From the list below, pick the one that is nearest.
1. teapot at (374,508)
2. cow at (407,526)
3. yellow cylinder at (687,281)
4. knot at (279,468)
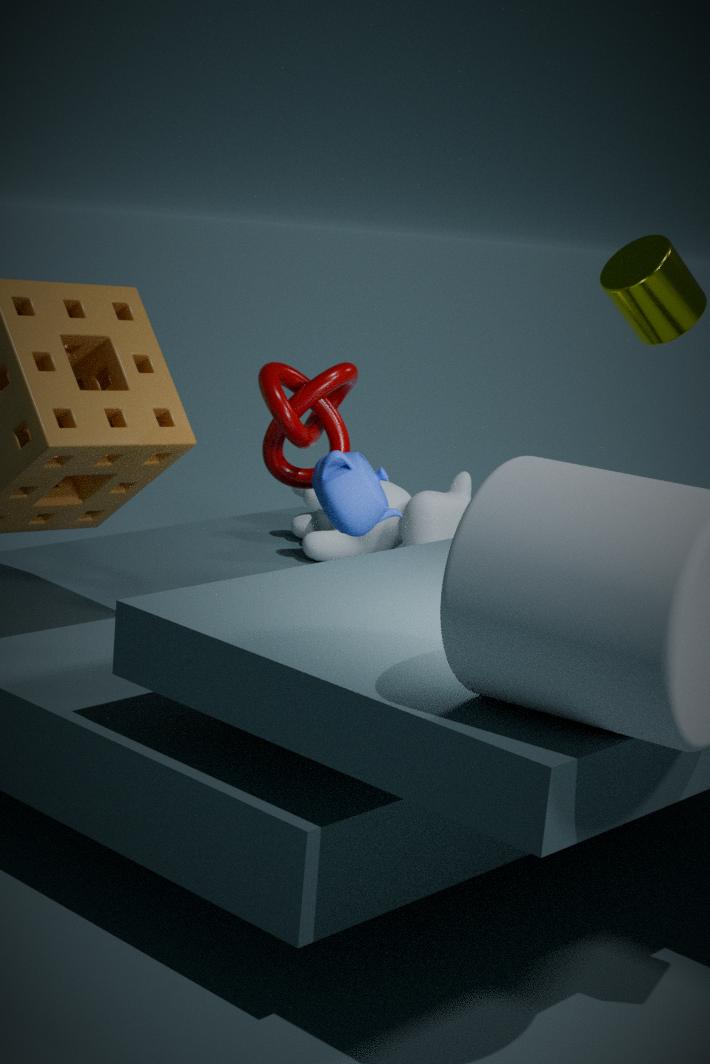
teapot at (374,508)
